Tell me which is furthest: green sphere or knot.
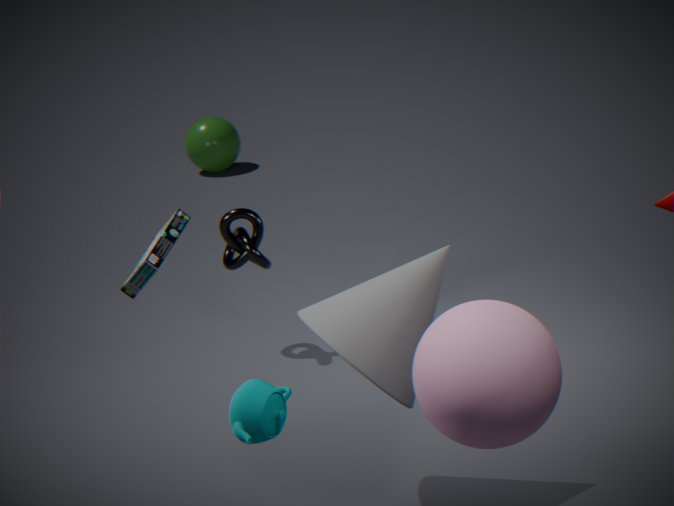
green sphere
